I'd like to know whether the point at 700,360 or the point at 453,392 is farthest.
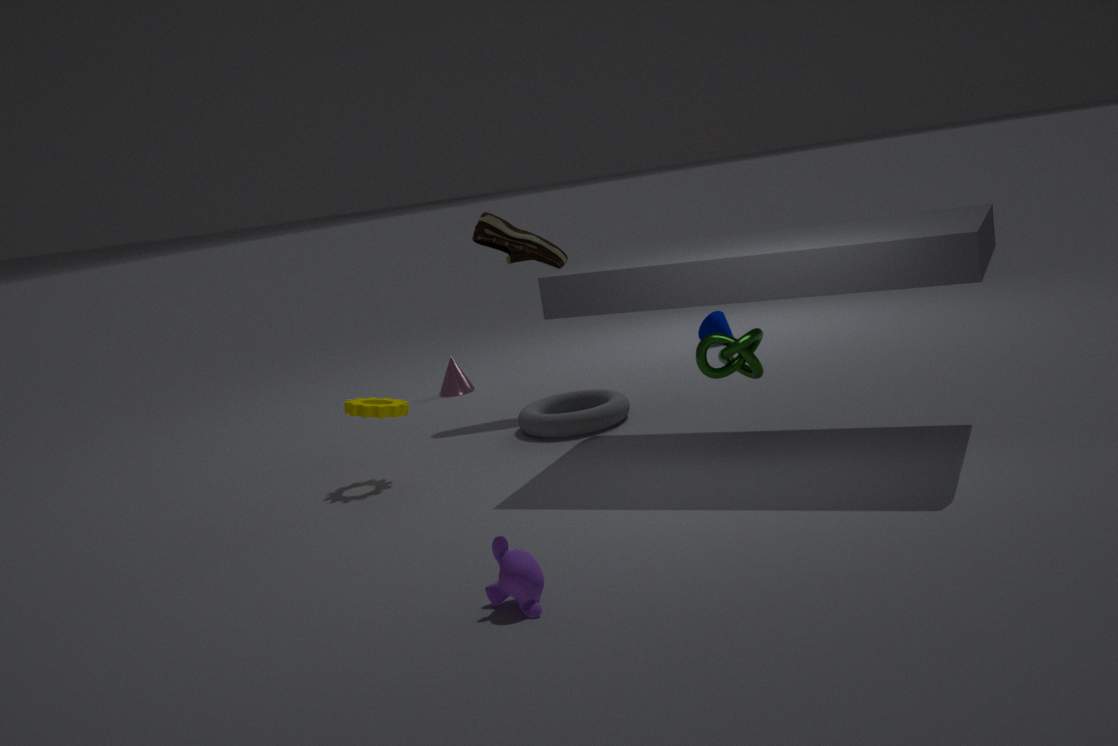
the point at 453,392
